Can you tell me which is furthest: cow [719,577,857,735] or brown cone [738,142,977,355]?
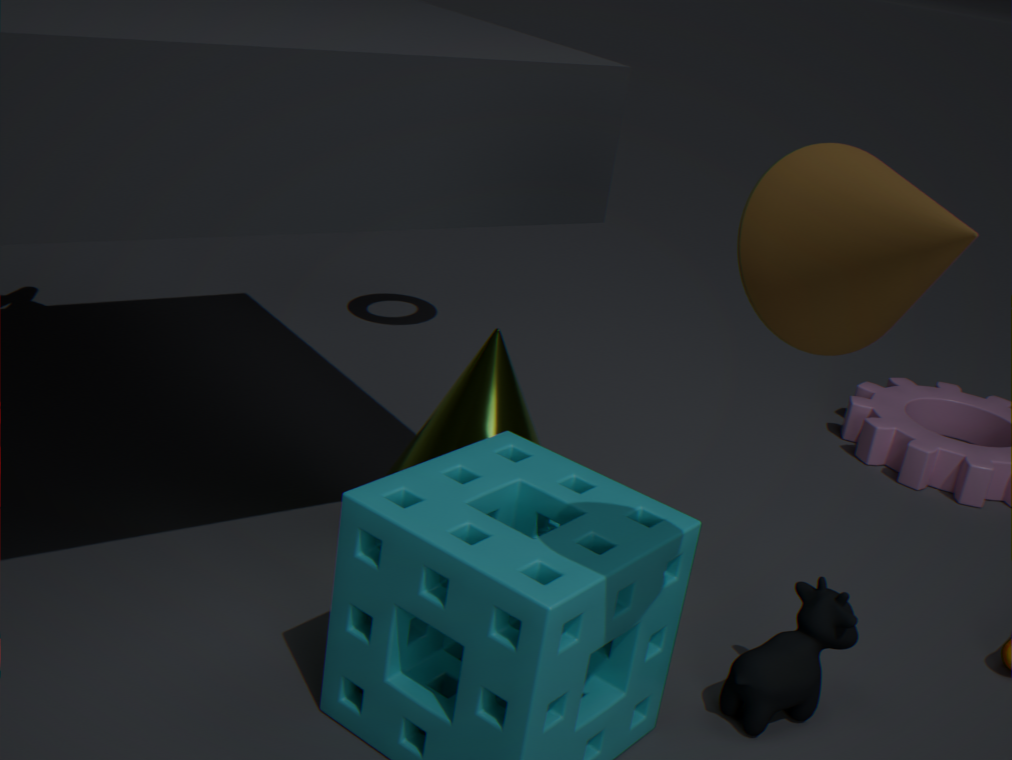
cow [719,577,857,735]
